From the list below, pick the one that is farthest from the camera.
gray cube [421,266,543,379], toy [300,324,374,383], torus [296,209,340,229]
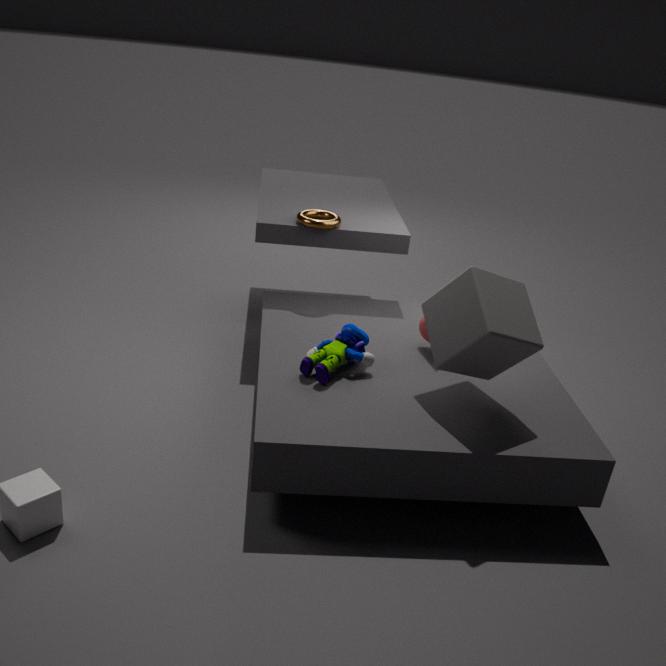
torus [296,209,340,229]
